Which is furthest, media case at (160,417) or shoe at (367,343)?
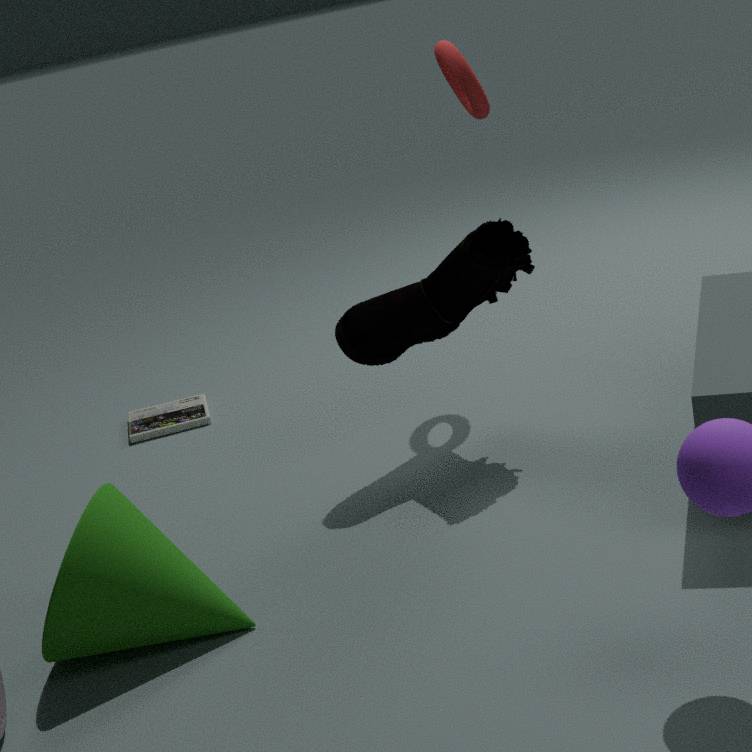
media case at (160,417)
